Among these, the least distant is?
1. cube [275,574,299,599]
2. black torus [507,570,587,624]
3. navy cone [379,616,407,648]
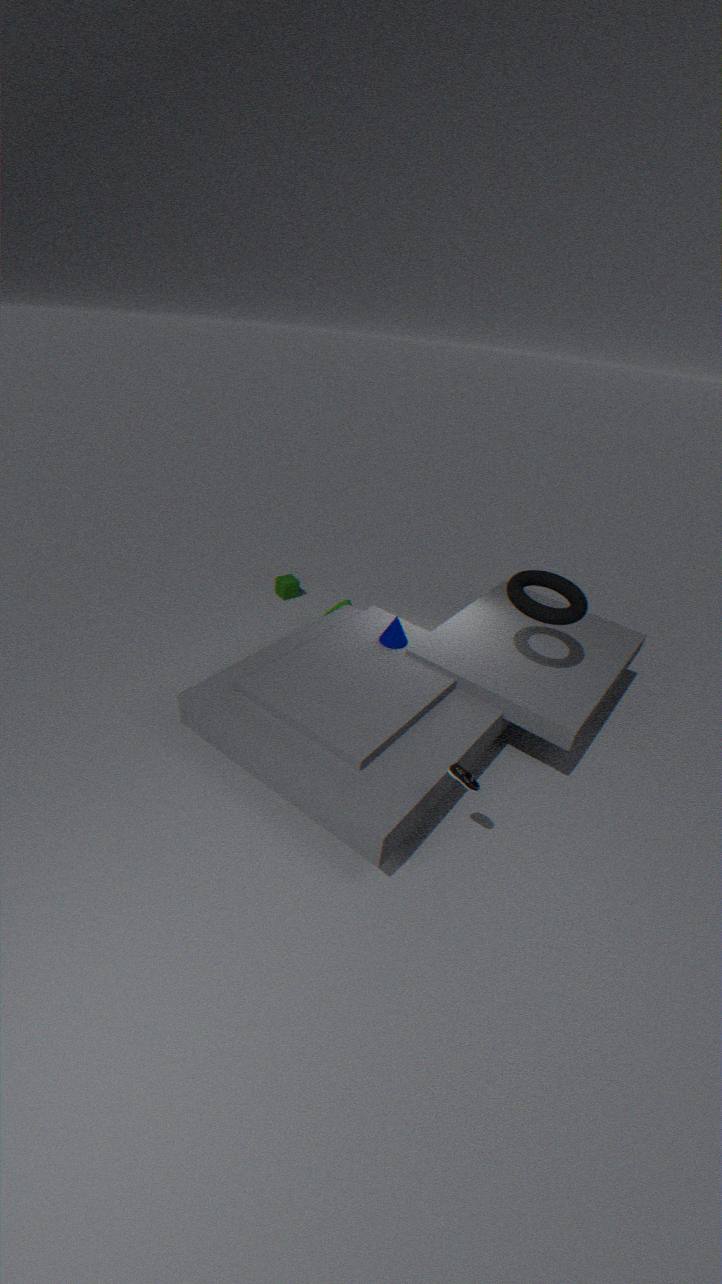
black torus [507,570,587,624]
